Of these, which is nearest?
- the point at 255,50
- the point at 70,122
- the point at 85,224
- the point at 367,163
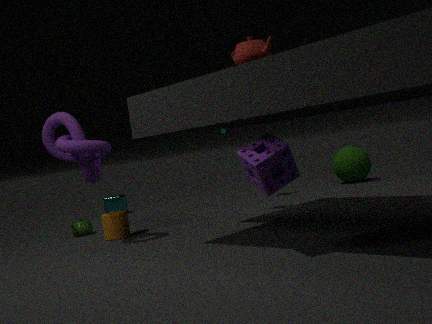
the point at 255,50
